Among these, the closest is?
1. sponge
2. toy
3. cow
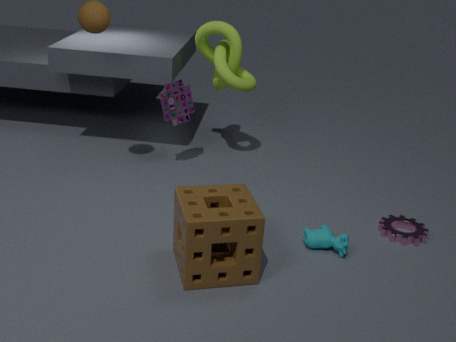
sponge
